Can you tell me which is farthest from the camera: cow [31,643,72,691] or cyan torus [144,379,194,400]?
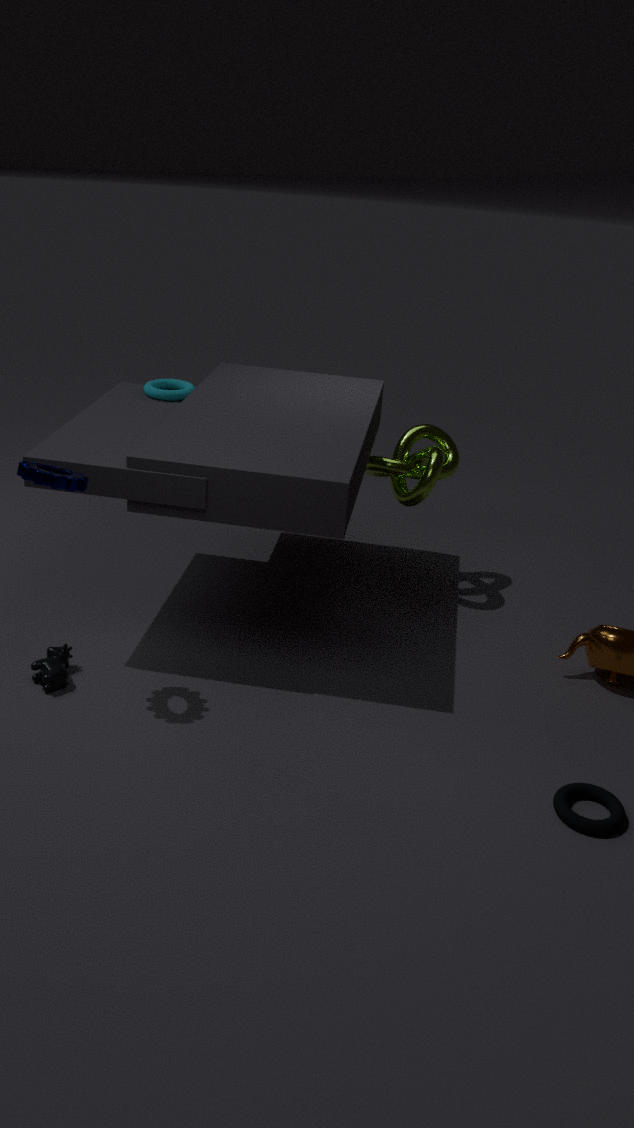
cyan torus [144,379,194,400]
